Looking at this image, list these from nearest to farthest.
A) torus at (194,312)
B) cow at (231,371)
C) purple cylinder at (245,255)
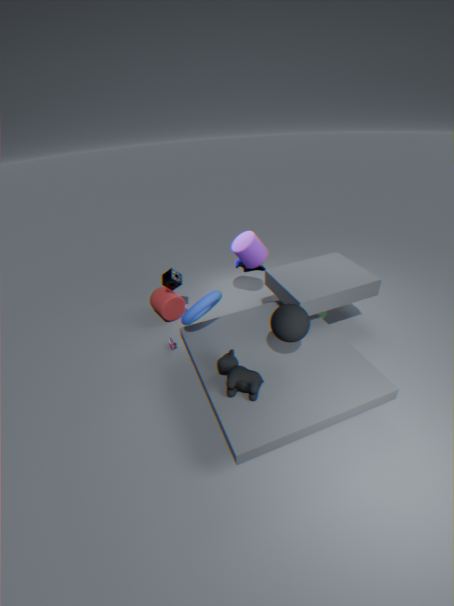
cow at (231,371)
torus at (194,312)
purple cylinder at (245,255)
